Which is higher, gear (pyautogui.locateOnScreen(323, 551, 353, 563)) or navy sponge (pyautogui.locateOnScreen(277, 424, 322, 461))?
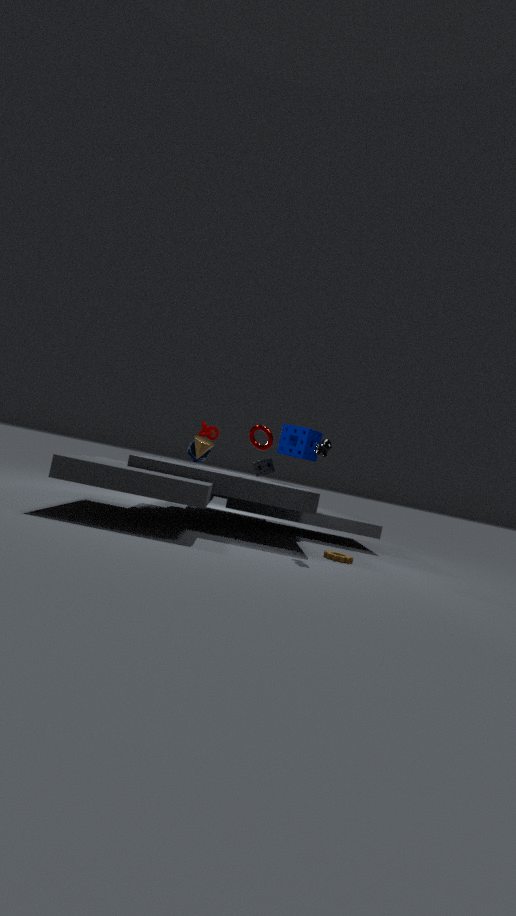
navy sponge (pyautogui.locateOnScreen(277, 424, 322, 461))
